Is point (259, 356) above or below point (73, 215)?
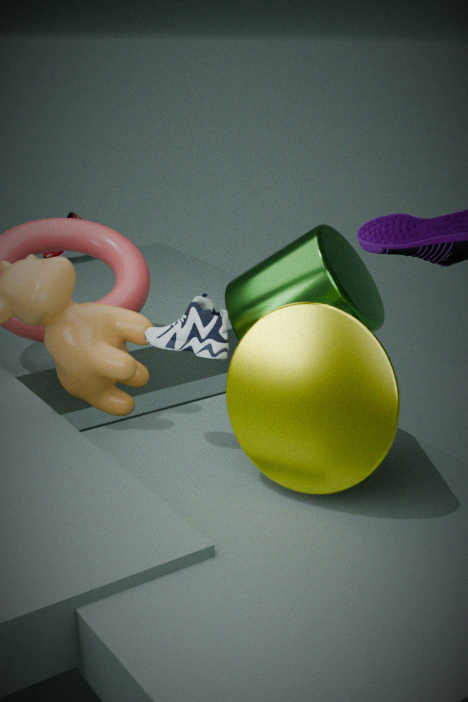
above
